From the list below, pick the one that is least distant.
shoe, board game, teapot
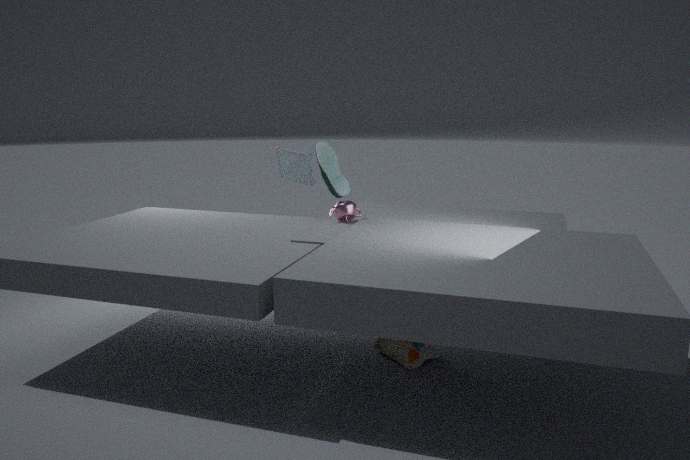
teapot
